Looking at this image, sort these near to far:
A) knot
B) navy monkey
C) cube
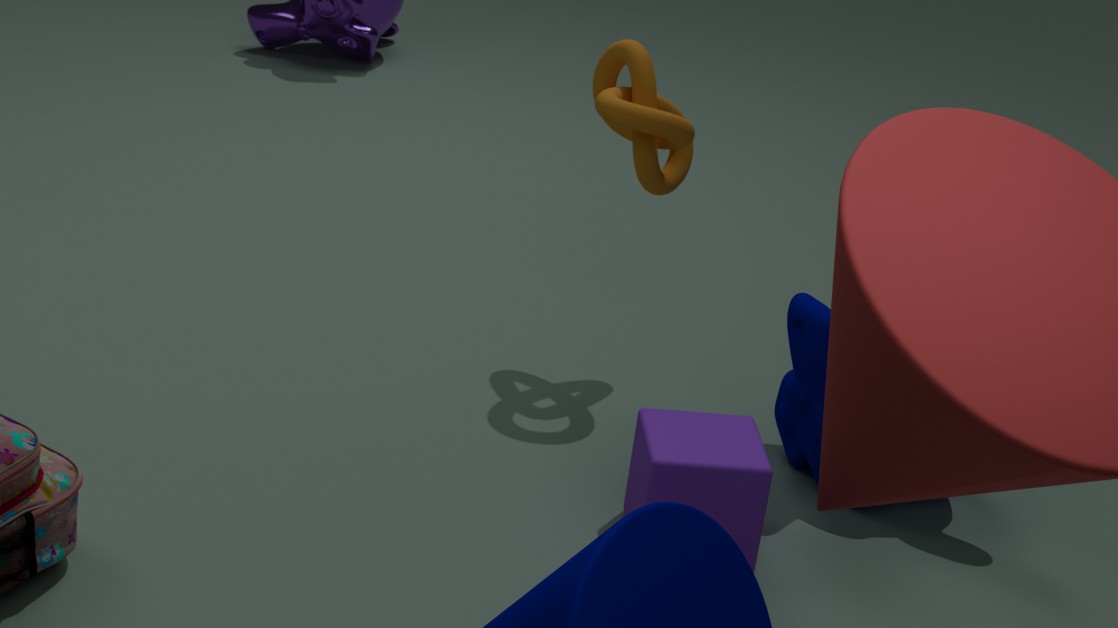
cube < navy monkey < knot
